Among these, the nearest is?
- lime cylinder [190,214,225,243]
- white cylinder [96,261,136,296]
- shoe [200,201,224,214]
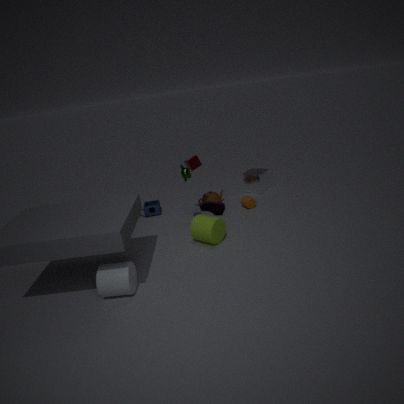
white cylinder [96,261,136,296]
